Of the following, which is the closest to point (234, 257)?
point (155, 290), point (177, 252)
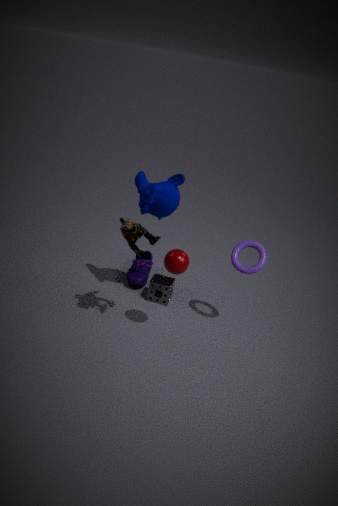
point (177, 252)
